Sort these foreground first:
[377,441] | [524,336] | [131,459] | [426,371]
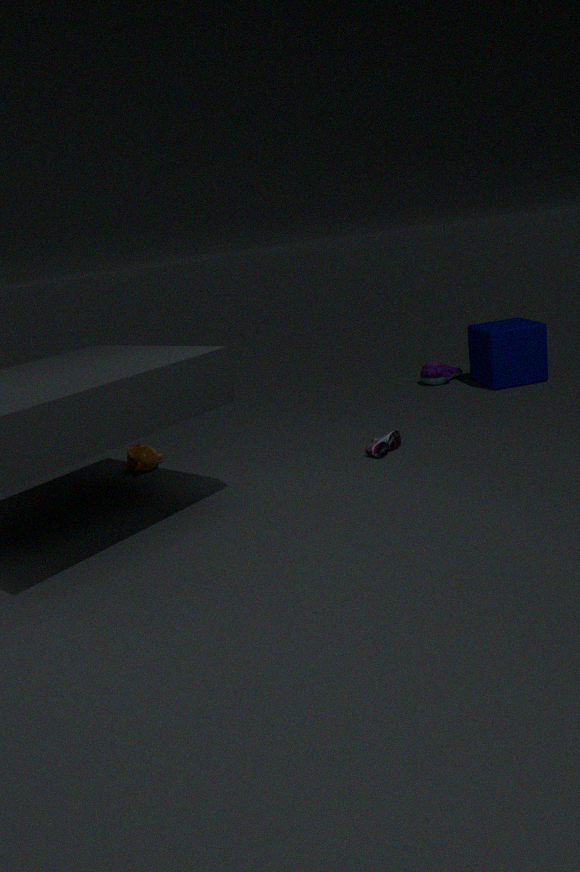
[377,441], [131,459], [524,336], [426,371]
